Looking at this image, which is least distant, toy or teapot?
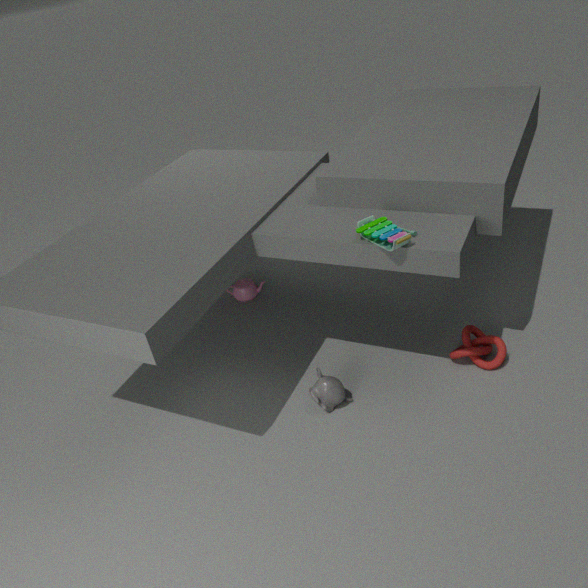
toy
